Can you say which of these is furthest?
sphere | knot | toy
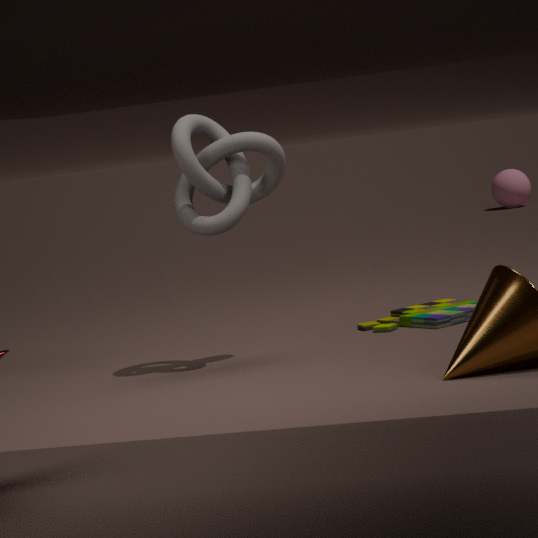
sphere
